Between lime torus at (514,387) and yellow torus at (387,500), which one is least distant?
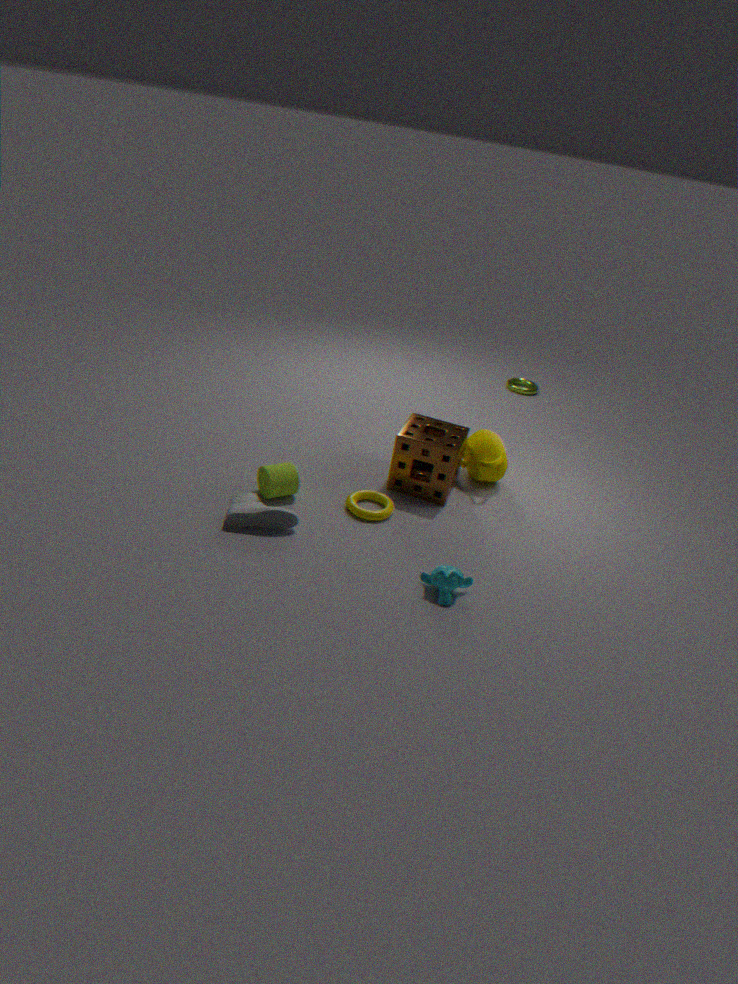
yellow torus at (387,500)
